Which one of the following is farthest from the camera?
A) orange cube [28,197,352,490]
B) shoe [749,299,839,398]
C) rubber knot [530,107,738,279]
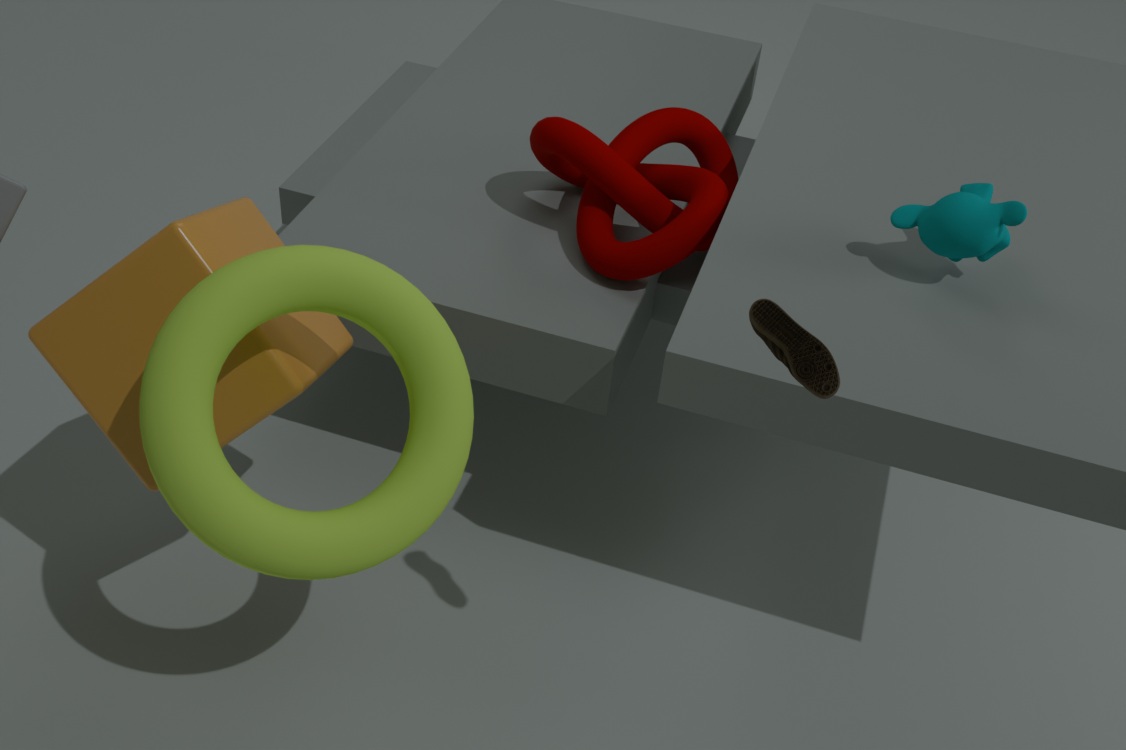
rubber knot [530,107,738,279]
